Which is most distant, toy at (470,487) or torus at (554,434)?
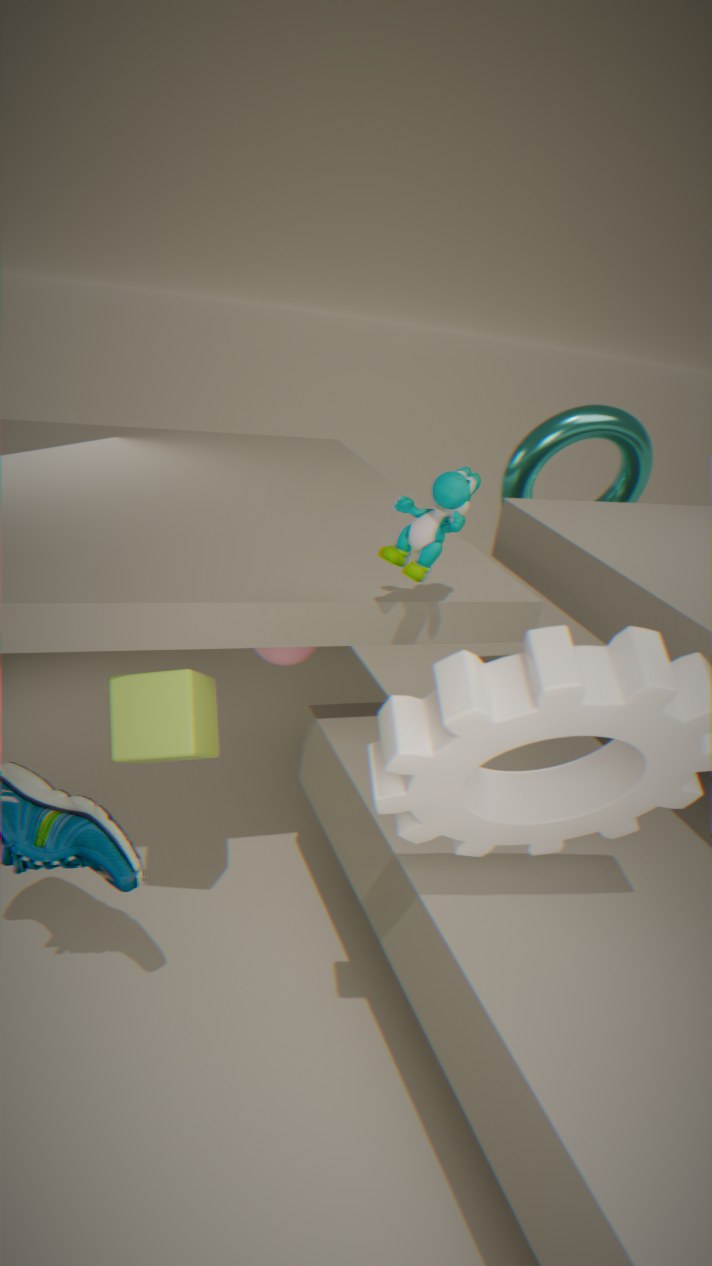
torus at (554,434)
